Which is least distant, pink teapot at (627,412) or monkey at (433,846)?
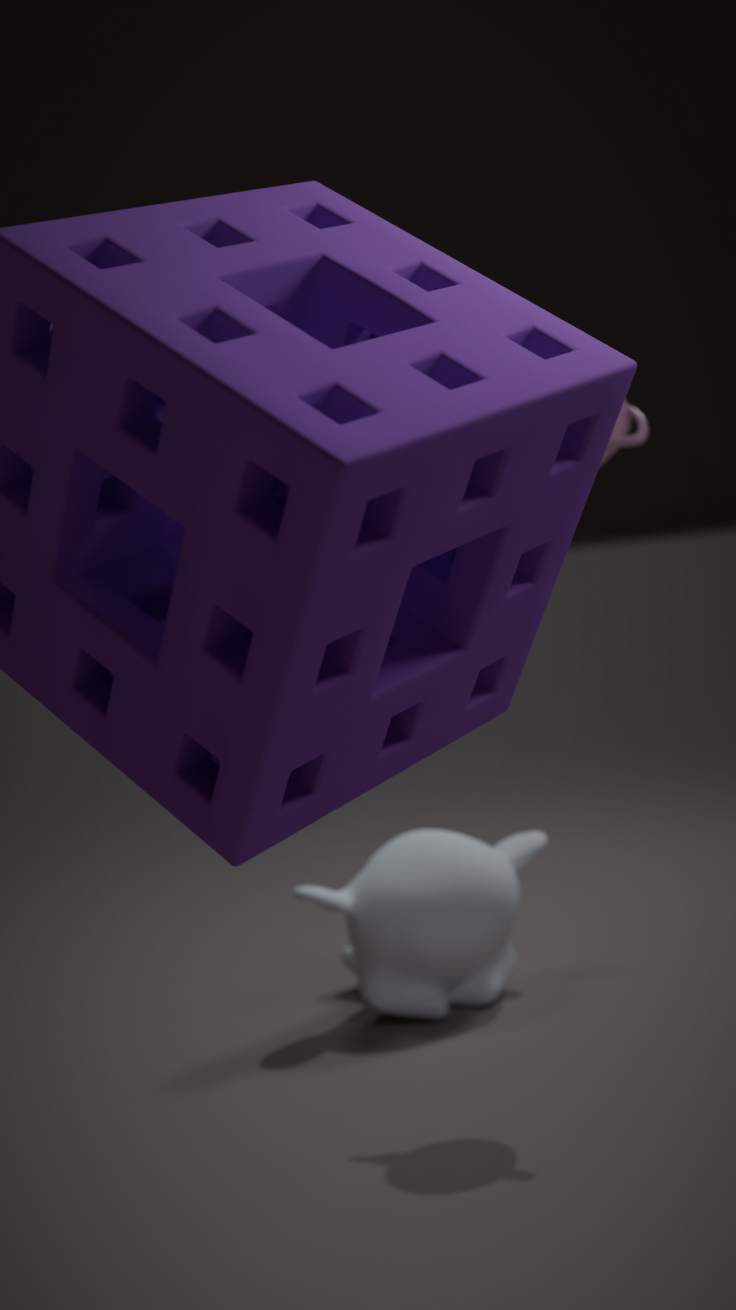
pink teapot at (627,412)
